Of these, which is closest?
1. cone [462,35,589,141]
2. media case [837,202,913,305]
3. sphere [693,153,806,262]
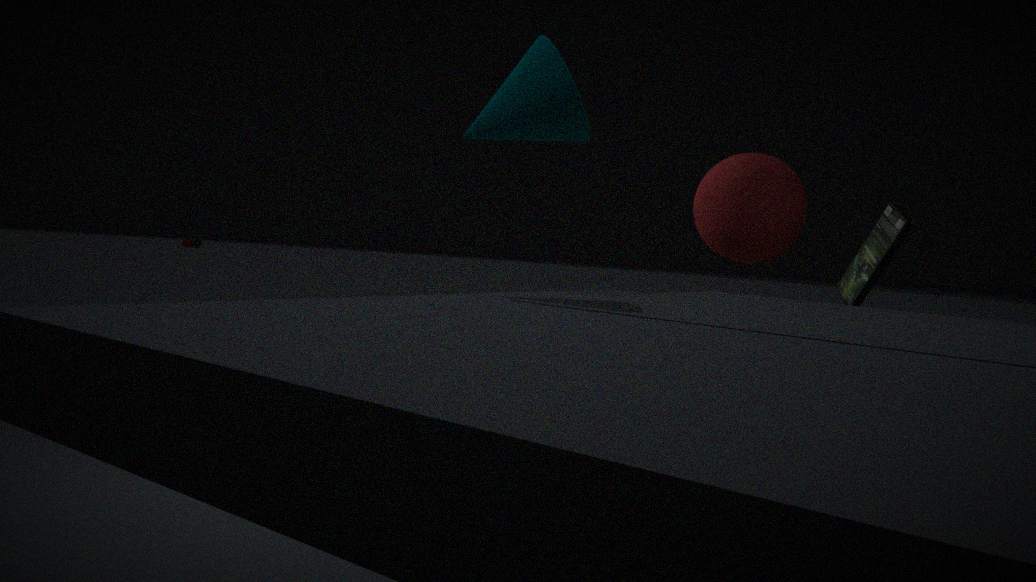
cone [462,35,589,141]
